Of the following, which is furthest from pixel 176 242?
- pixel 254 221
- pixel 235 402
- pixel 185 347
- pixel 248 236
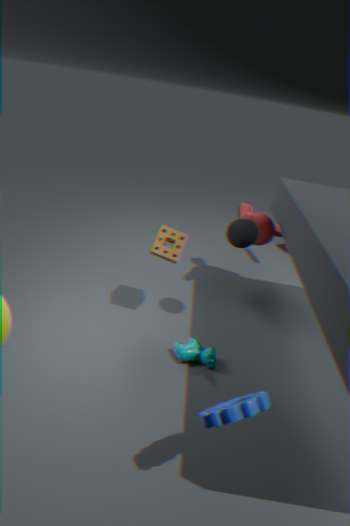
pixel 235 402
